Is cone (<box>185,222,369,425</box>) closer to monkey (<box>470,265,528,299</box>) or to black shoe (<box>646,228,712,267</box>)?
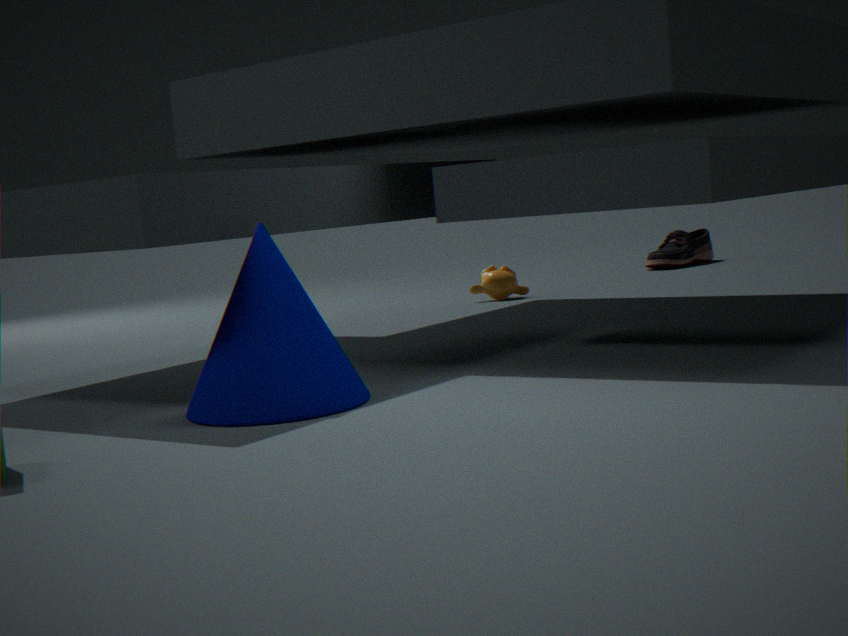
monkey (<box>470,265,528,299</box>)
